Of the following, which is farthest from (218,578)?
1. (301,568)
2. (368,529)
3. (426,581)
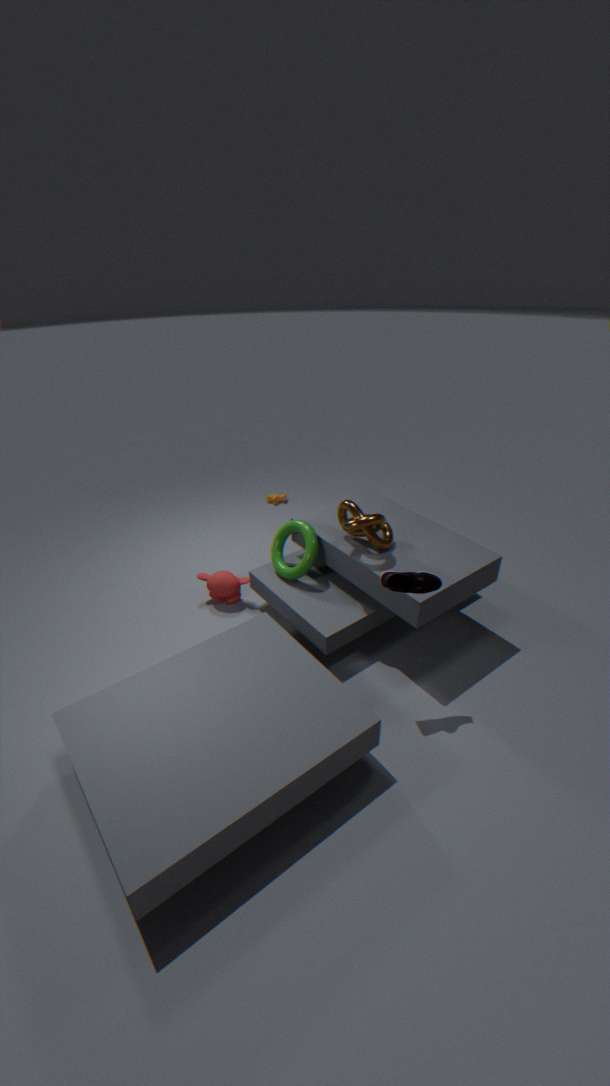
(426,581)
